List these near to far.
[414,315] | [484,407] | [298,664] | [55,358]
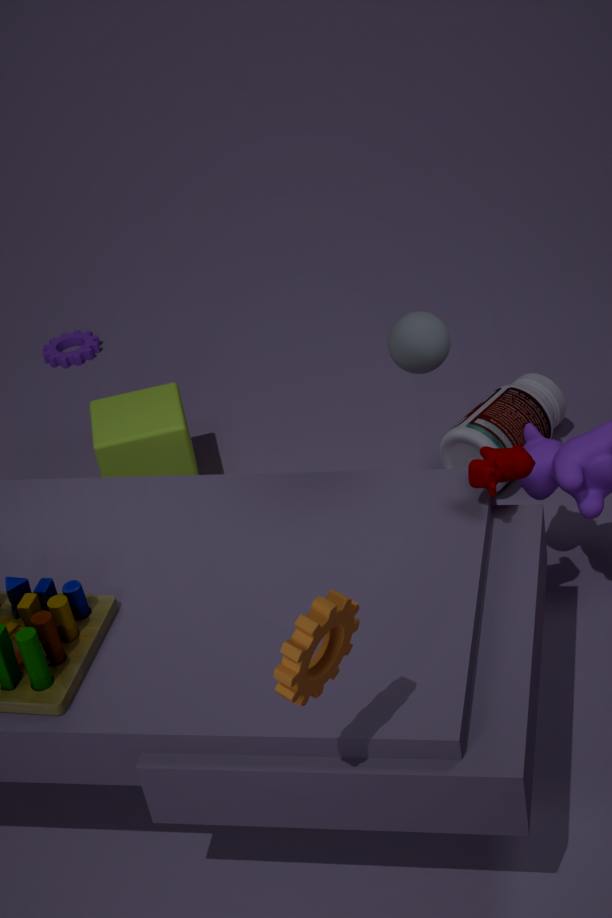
[298,664], [414,315], [484,407], [55,358]
